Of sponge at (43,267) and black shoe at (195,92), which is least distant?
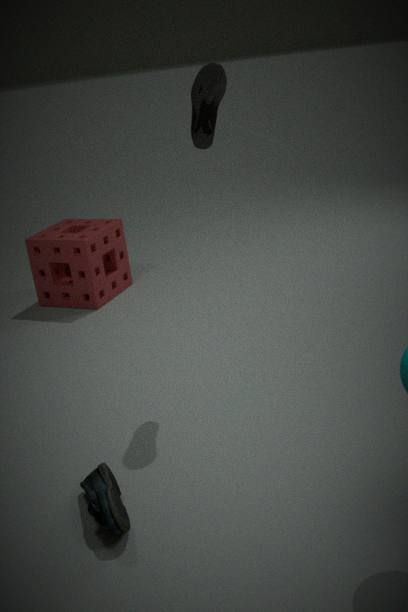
black shoe at (195,92)
